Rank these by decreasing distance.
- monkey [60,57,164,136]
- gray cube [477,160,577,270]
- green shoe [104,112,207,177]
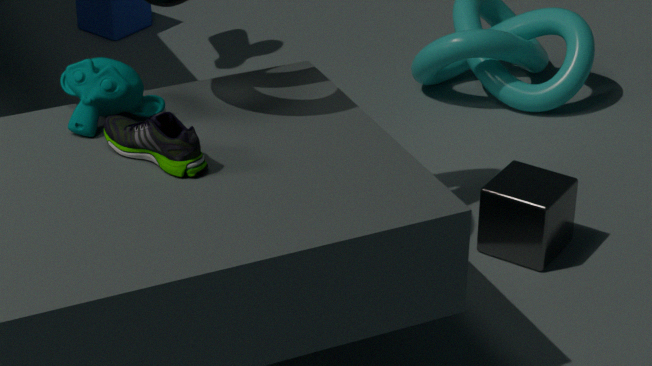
gray cube [477,160,577,270]
monkey [60,57,164,136]
green shoe [104,112,207,177]
